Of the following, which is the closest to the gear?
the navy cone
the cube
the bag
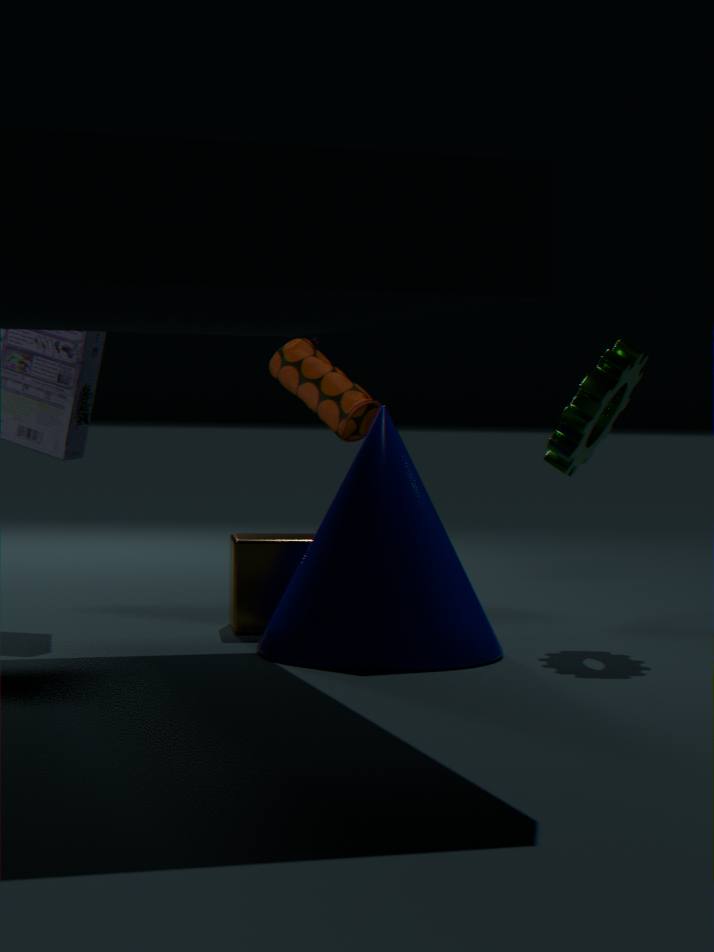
the navy cone
